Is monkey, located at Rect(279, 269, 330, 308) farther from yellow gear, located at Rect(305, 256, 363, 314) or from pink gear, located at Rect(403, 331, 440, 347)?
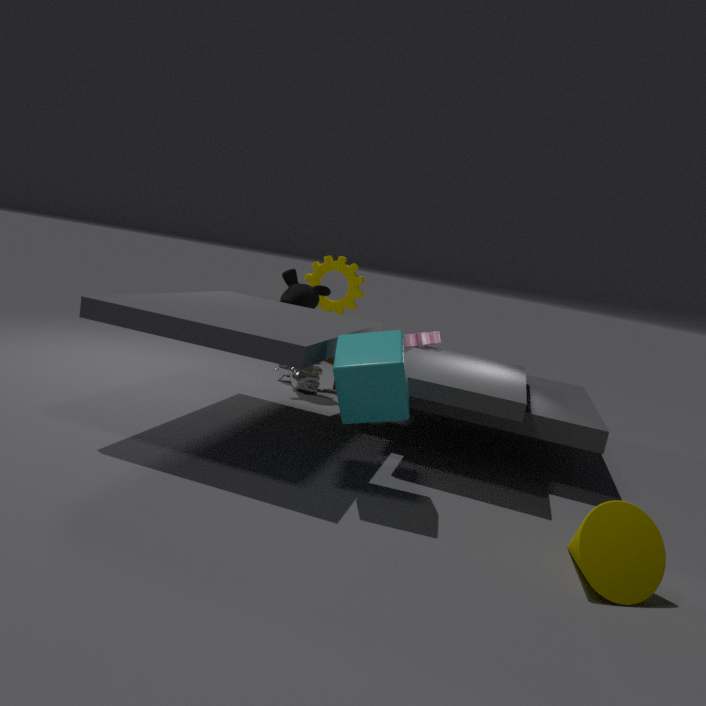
pink gear, located at Rect(403, 331, 440, 347)
